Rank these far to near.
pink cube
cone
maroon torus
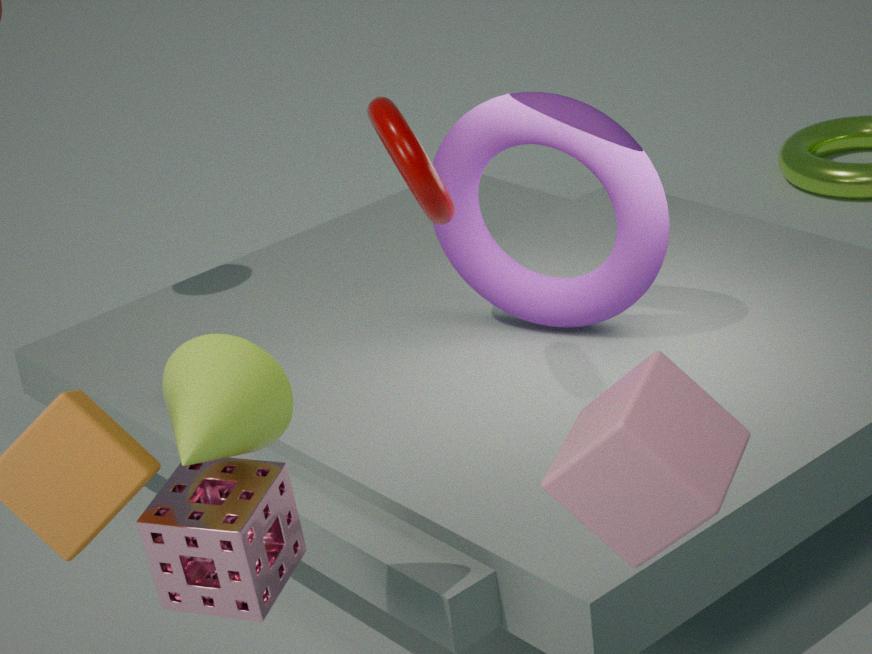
maroon torus → cone → pink cube
